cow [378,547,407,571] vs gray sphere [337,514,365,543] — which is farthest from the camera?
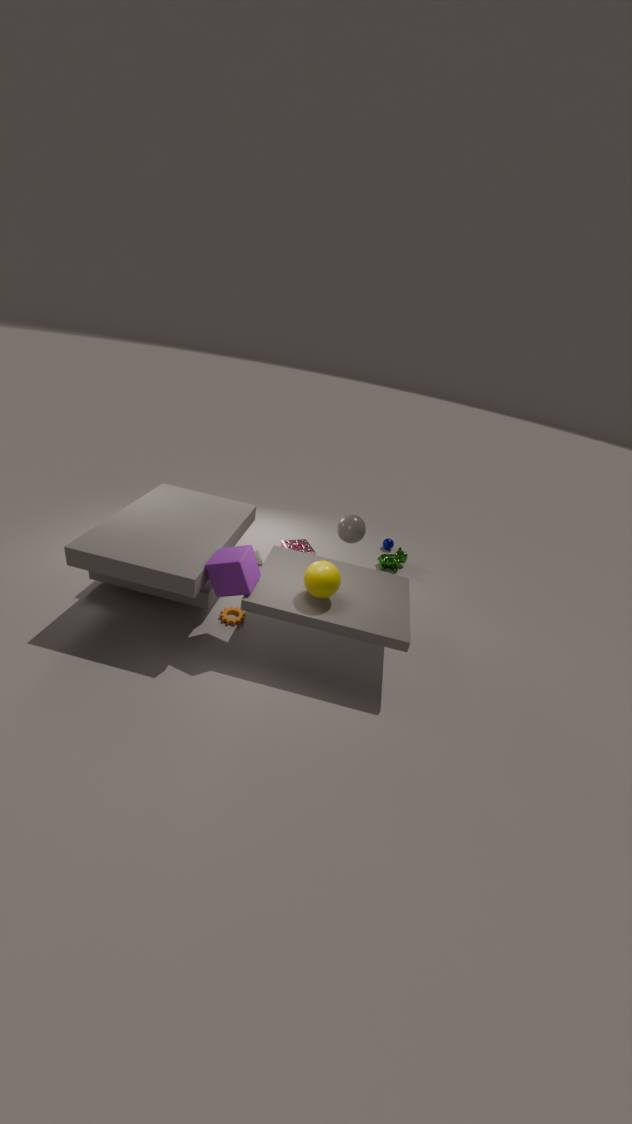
cow [378,547,407,571]
